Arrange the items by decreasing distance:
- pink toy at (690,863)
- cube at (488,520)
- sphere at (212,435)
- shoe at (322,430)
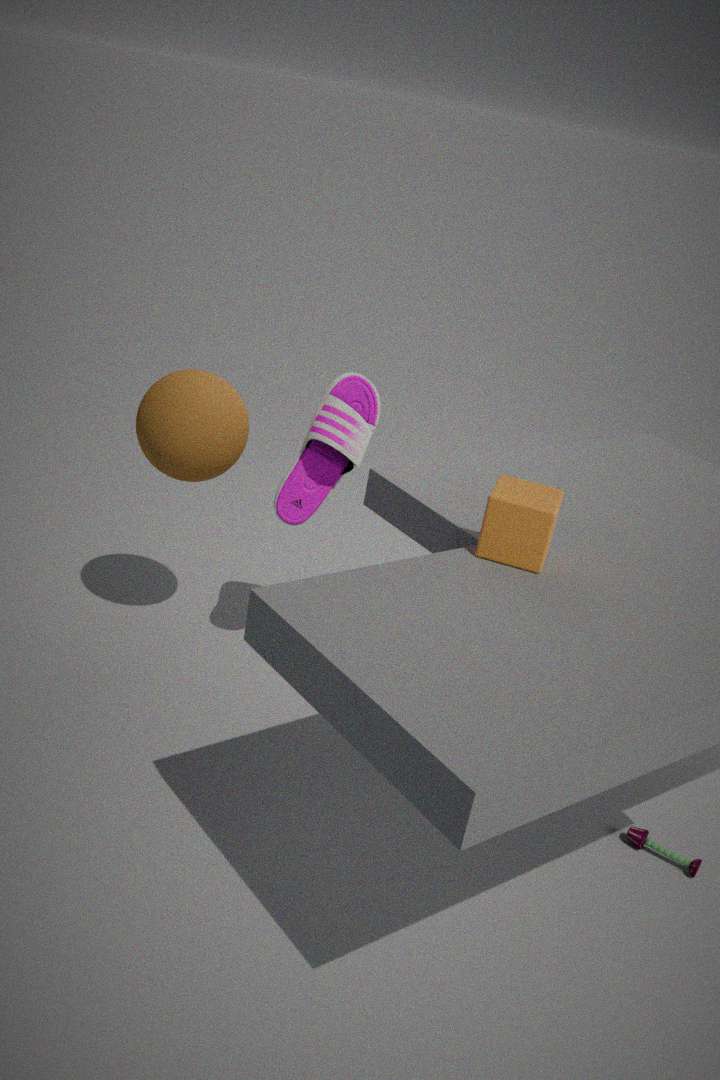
shoe at (322,430), sphere at (212,435), pink toy at (690,863), cube at (488,520)
